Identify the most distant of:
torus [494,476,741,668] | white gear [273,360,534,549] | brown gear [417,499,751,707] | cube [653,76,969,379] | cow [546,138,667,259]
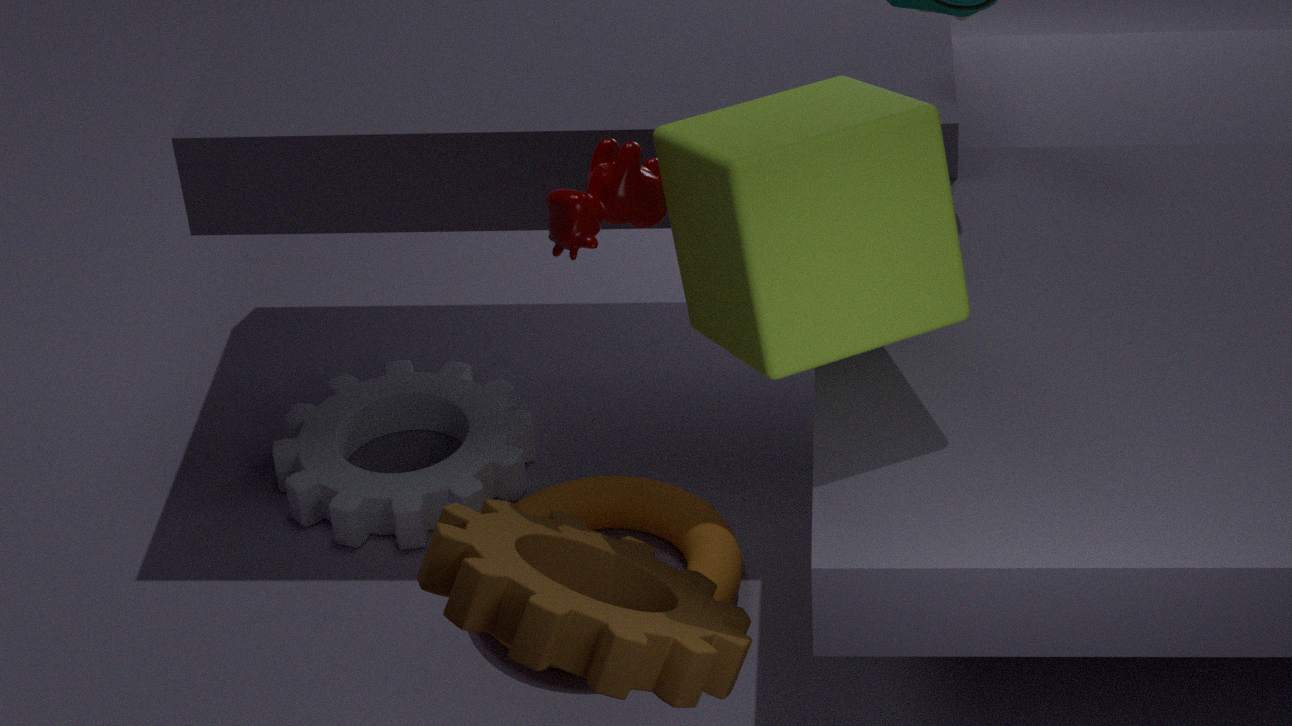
white gear [273,360,534,549]
